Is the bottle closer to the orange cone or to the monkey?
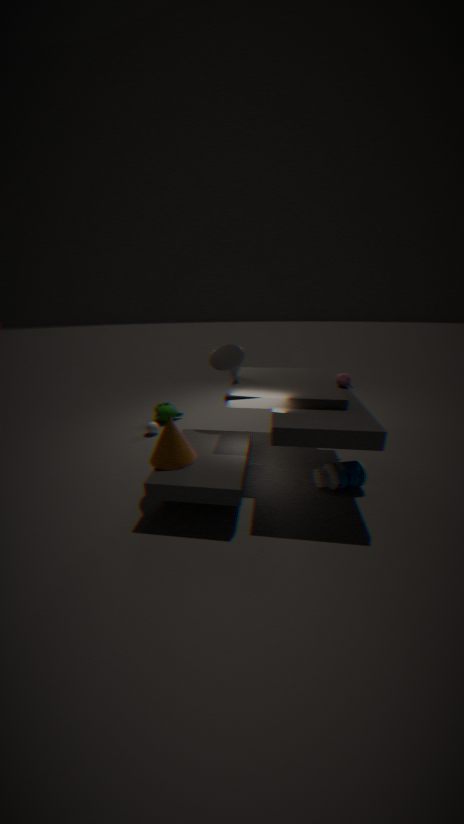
the orange cone
